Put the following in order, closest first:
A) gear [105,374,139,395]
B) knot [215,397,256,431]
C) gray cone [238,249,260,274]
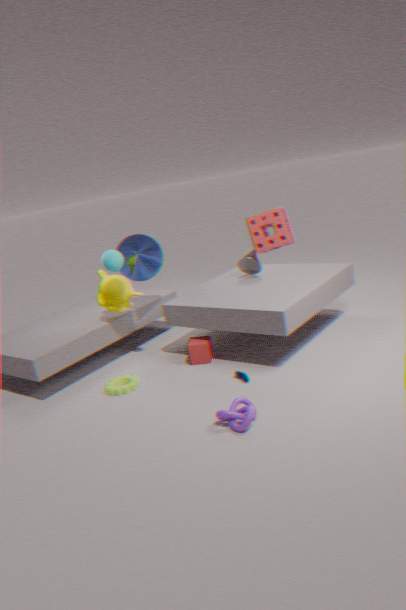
knot [215,397,256,431] → gear [105,374,139,395] → gray cone [238,249,260,274]
